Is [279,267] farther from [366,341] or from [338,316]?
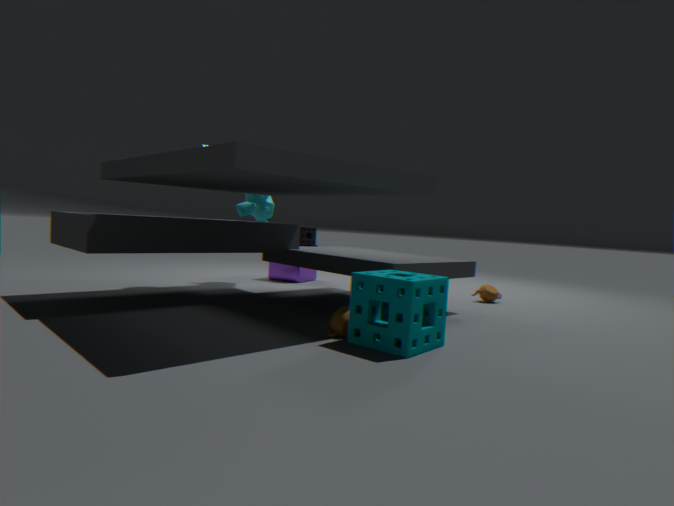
[366,341]
